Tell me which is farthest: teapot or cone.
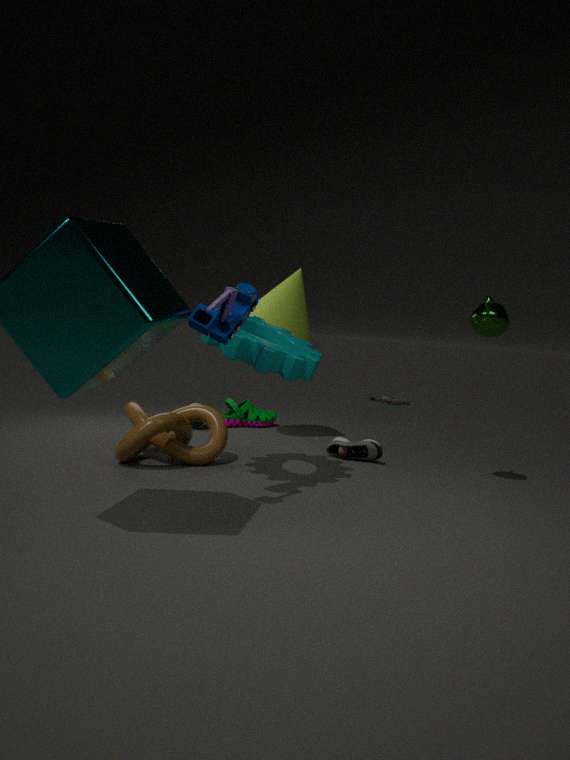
cone
